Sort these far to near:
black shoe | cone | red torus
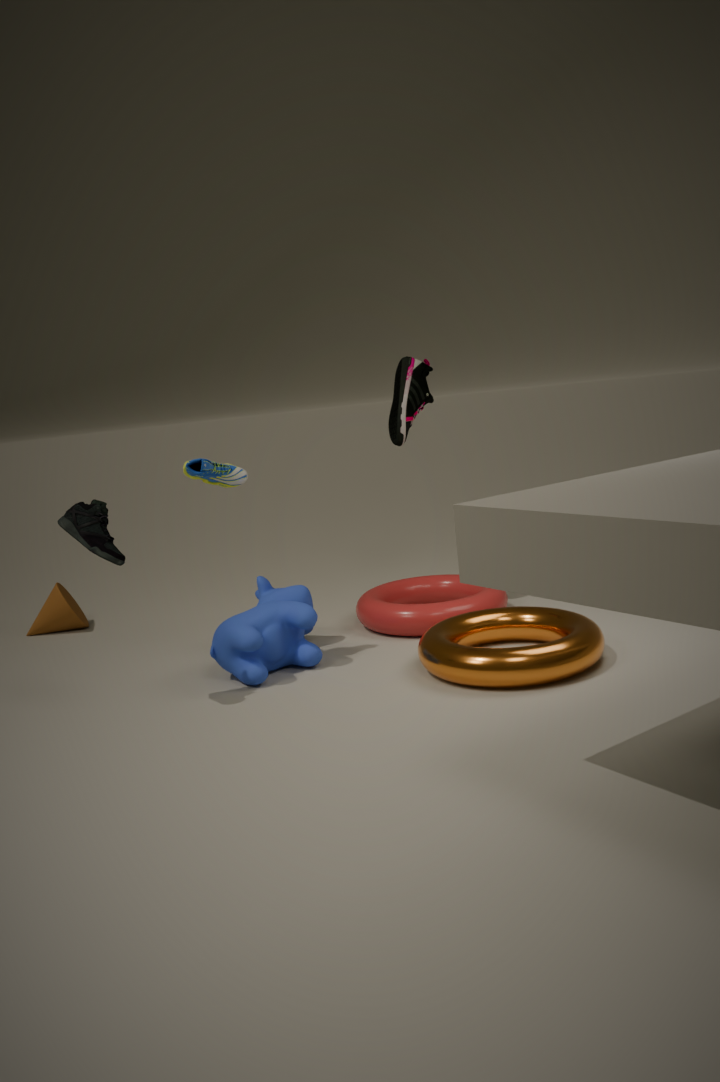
cone → red torus → black shoe
